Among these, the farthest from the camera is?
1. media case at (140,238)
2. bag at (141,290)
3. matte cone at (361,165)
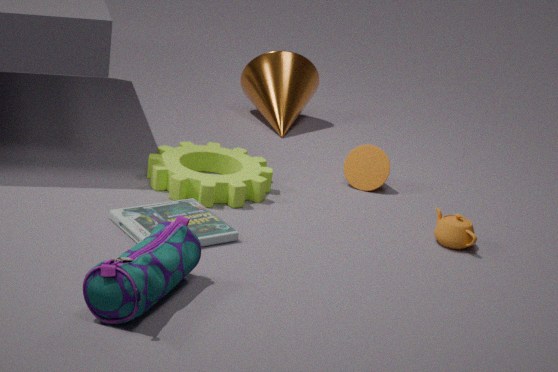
matte cone at (361,165)
